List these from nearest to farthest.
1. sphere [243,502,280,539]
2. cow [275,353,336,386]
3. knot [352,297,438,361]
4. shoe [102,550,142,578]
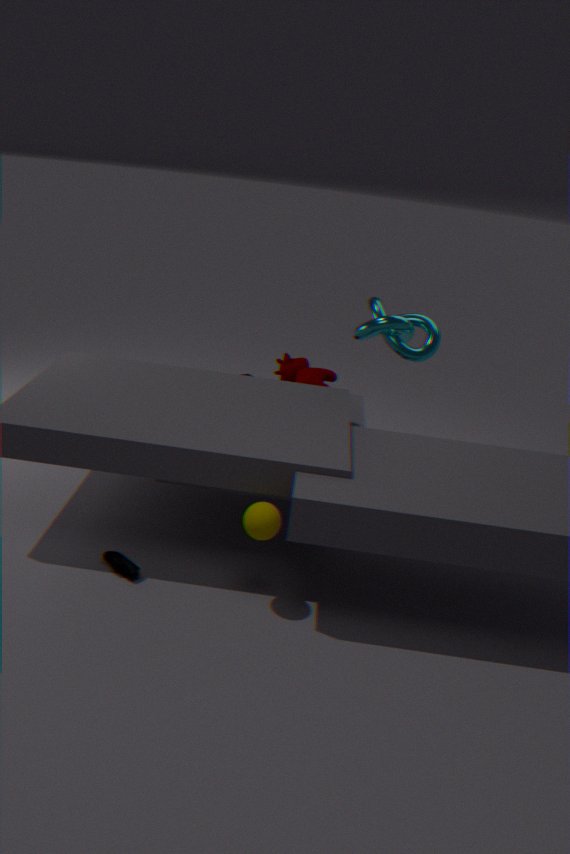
1. sphere [243,502,280,539]
2. shoe [102,550,142,578]
3. knot [352,297,438,361]
4. cow [275,353,336,386]
